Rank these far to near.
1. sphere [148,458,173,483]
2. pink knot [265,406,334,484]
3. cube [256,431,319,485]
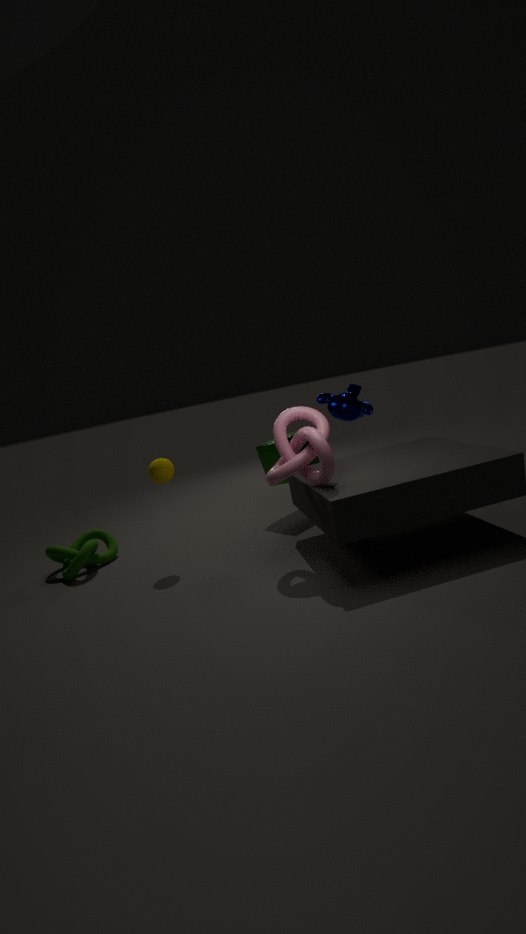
cube [256,431,319,485], sphere [148,458,173,483], pink knot [265,406,334,484]
